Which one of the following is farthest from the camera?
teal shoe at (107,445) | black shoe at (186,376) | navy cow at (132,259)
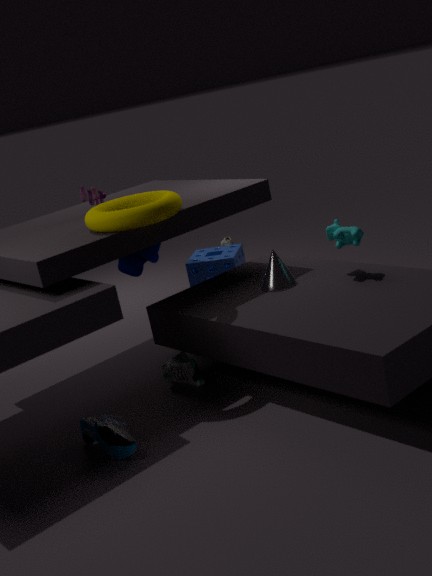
navy cow at (132,259)
